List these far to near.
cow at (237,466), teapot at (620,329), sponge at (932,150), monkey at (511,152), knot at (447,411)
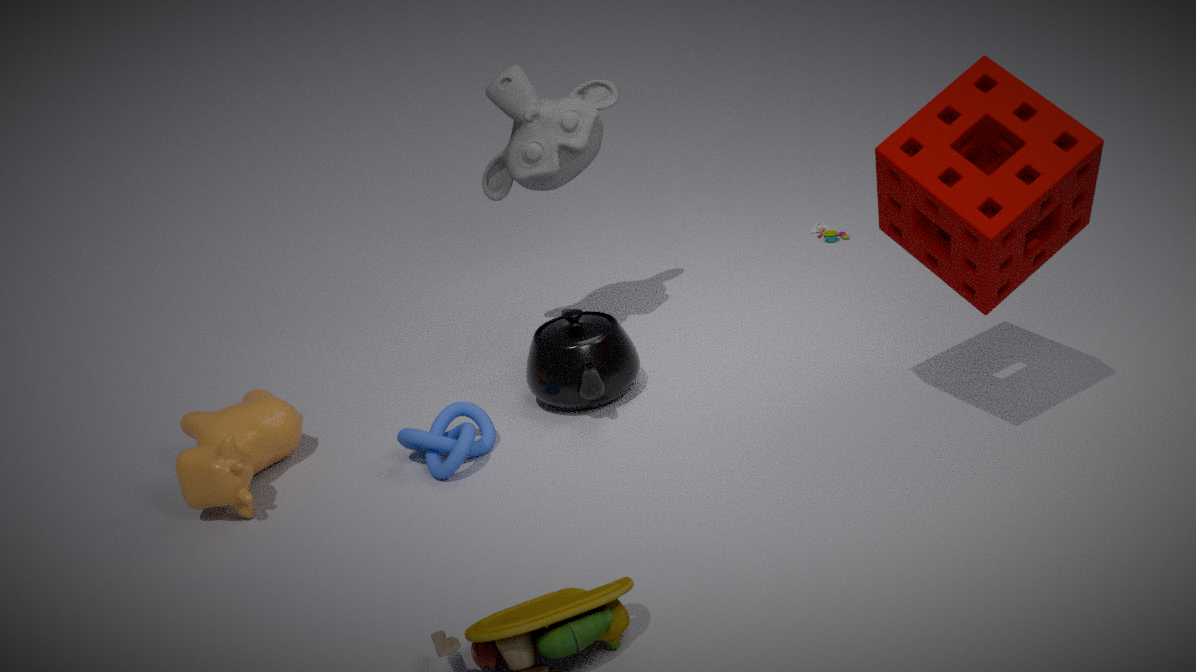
monkey at (511,152) → teapot at (620,329) → knot at (447,411) → cow at (237,466) → sponge at (932,150)
